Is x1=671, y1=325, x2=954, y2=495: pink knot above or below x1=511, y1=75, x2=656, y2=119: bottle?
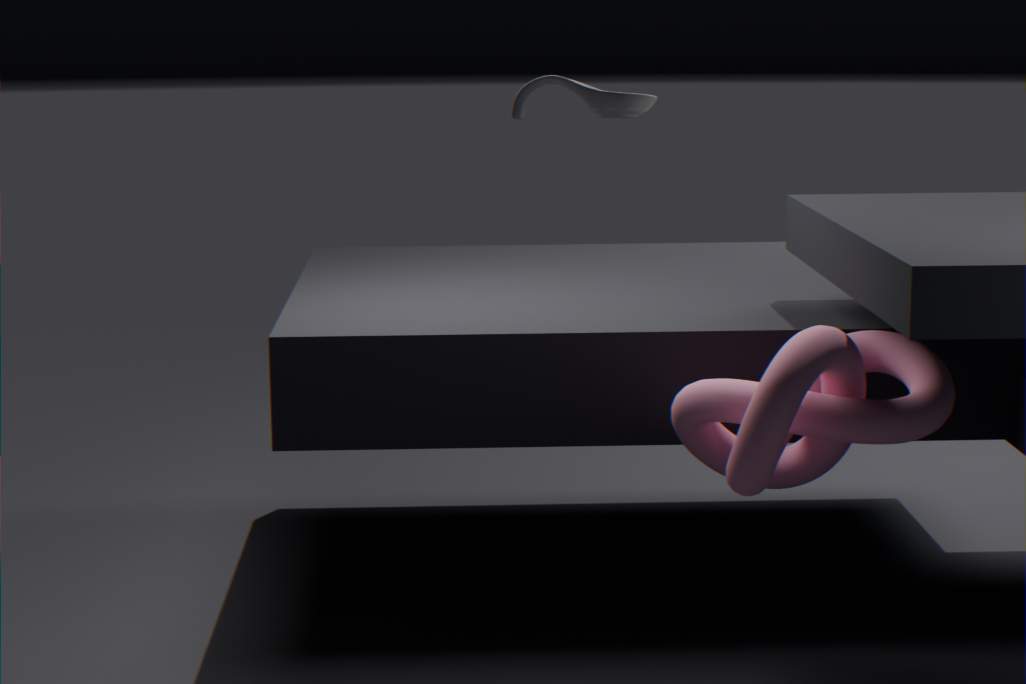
below
